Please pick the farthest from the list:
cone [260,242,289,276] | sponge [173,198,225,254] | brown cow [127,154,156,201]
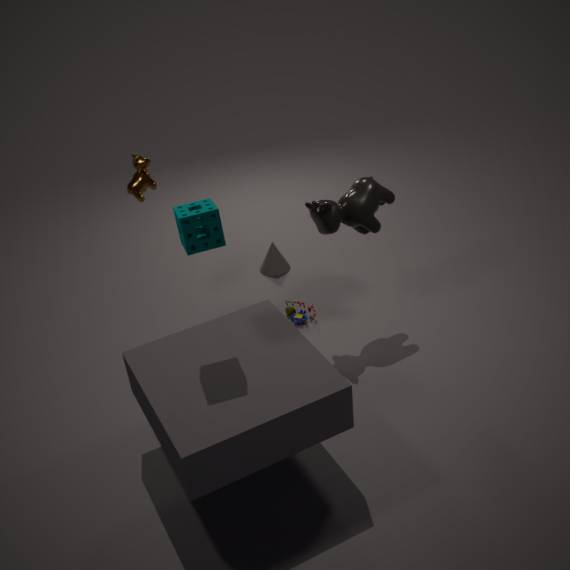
cone [260,242,289,276]
